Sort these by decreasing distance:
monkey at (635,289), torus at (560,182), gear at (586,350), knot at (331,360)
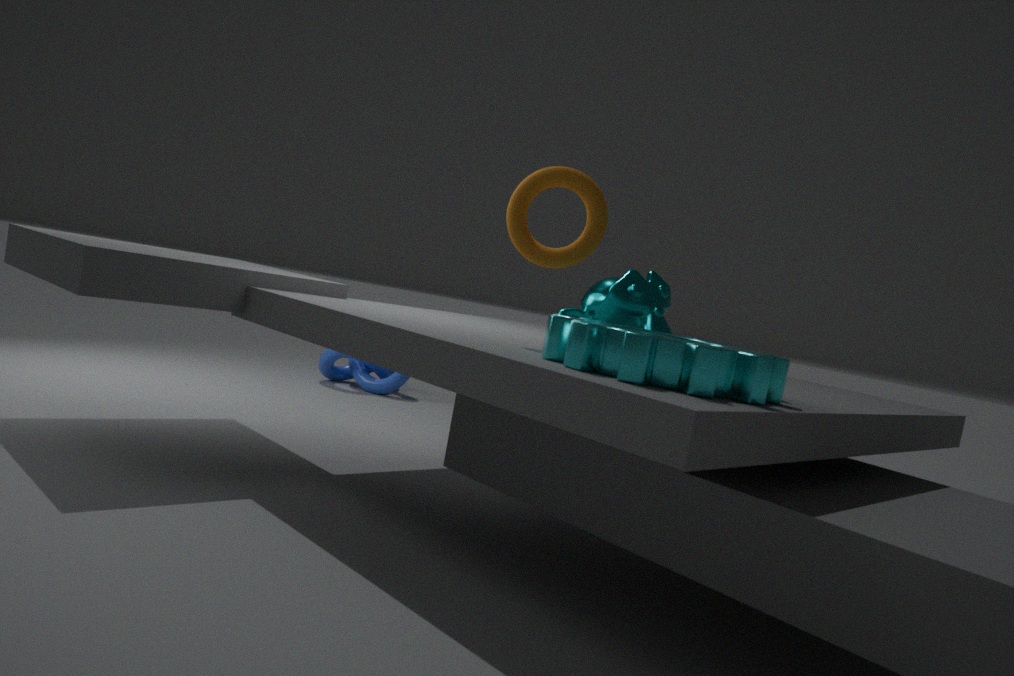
knot at (331,360) < monkey at (635,289) < torus at (560,182) < gear at (586,350)
